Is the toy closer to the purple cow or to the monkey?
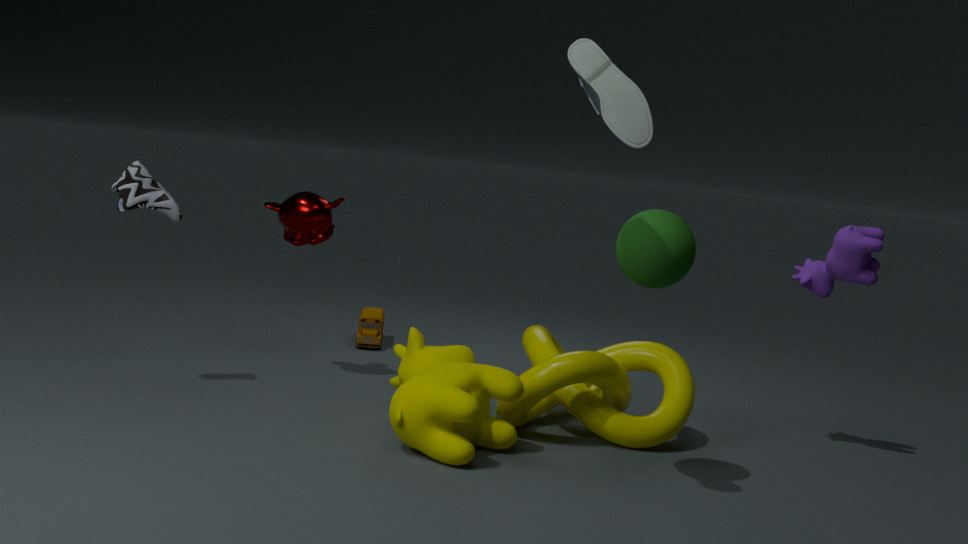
the monkey
